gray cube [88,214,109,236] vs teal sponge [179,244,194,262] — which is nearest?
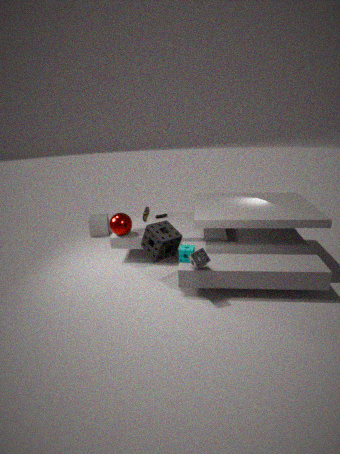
teal sponge [179,244,194,262]
